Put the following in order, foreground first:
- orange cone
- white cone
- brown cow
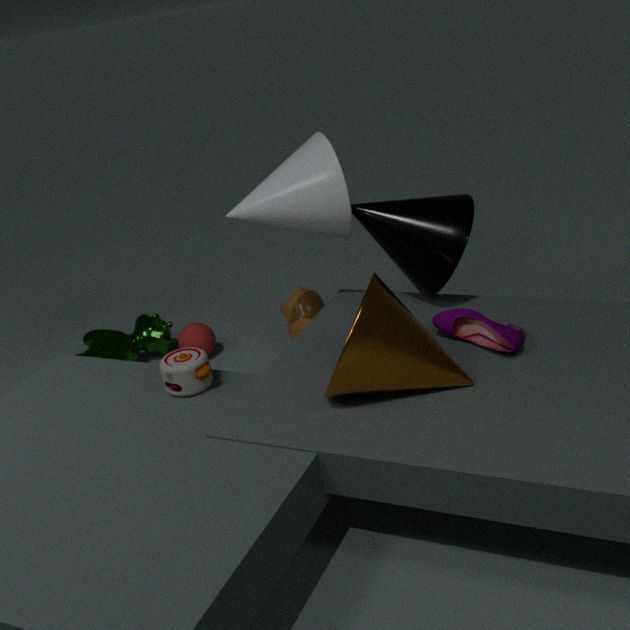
orange cone
white cone
brown cow
